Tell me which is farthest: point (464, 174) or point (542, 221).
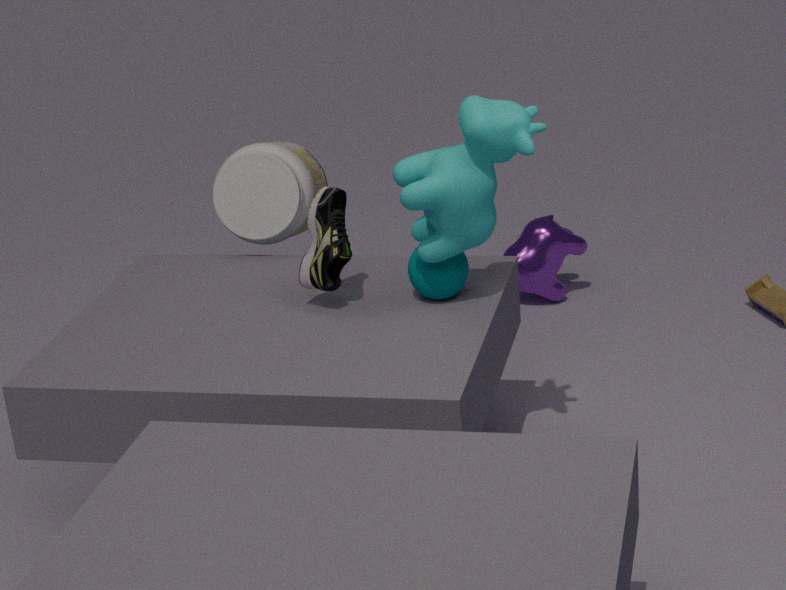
point (542, 221)
